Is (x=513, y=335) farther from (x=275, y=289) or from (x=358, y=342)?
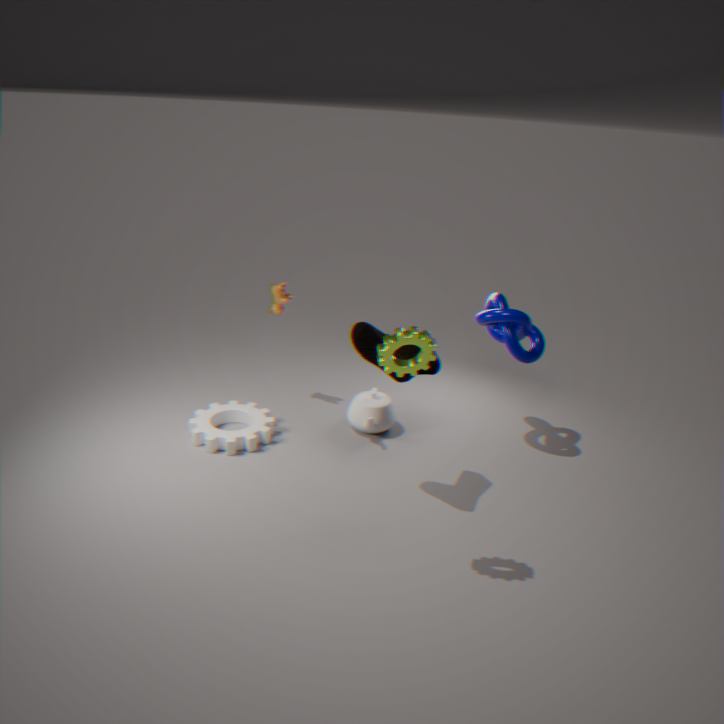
Result: (x=275, y=289)
